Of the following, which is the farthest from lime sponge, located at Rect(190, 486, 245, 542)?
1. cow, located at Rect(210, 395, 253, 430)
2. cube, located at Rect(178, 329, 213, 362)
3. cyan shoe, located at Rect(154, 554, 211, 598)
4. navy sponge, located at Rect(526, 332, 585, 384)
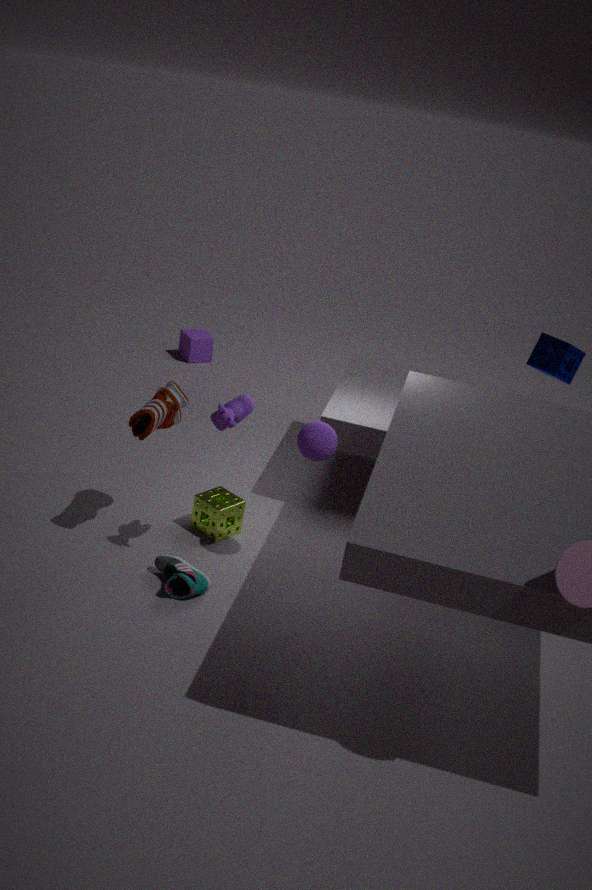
cube, located at Rect(178, 329, 213, 362)
